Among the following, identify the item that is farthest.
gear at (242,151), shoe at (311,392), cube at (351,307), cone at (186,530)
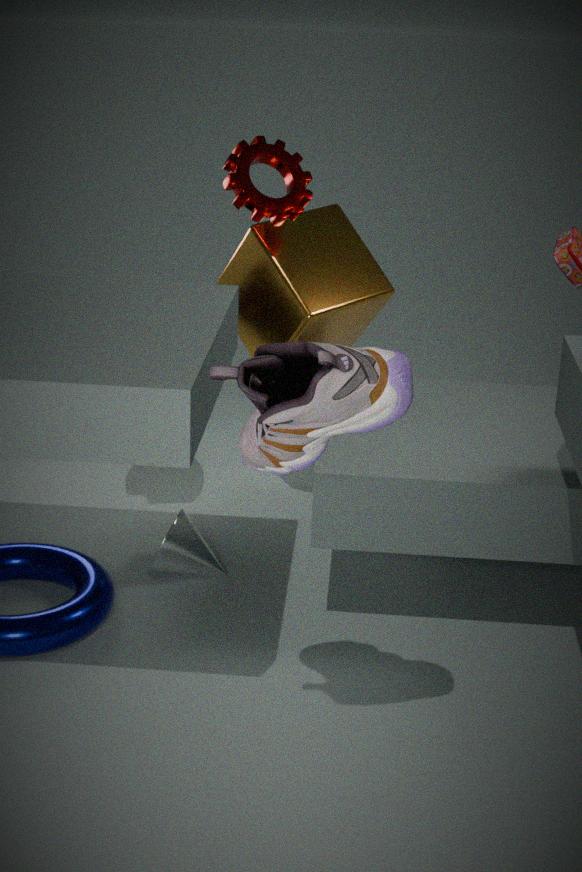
cube at (351,307)
